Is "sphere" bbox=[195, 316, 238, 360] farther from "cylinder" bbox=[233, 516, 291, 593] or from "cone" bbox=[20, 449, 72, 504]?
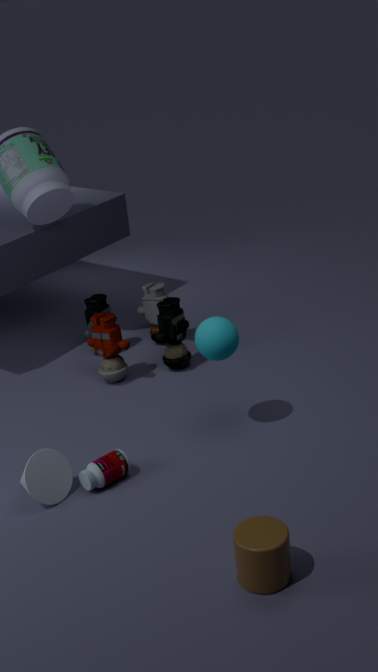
"cylinder" bbox=[233, 516, 291, 593]
